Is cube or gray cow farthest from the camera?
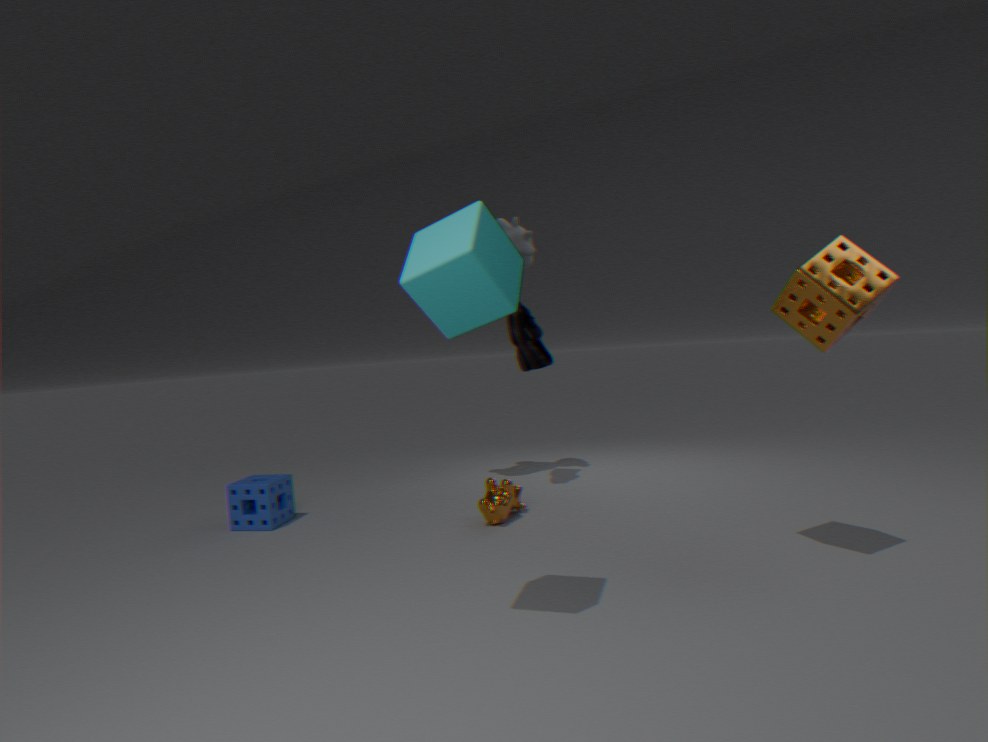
gray cow
